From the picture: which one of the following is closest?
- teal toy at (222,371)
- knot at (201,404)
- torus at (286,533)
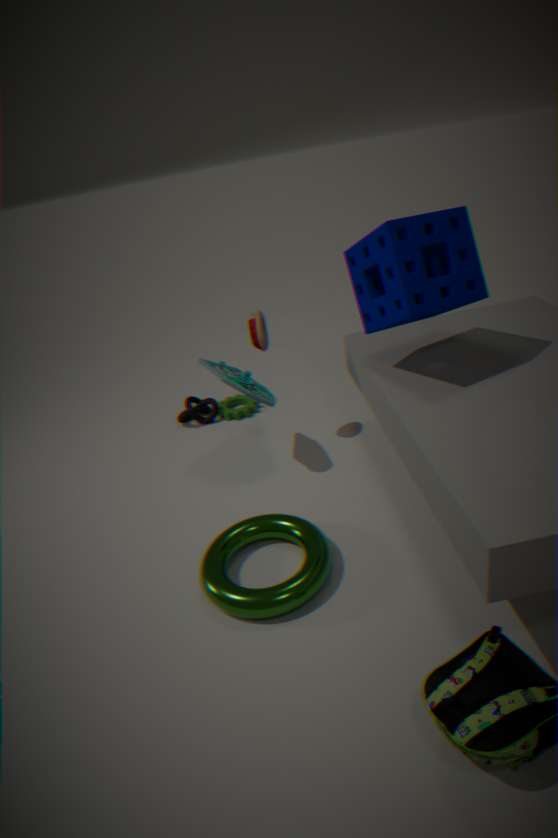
torus at (286,533)
